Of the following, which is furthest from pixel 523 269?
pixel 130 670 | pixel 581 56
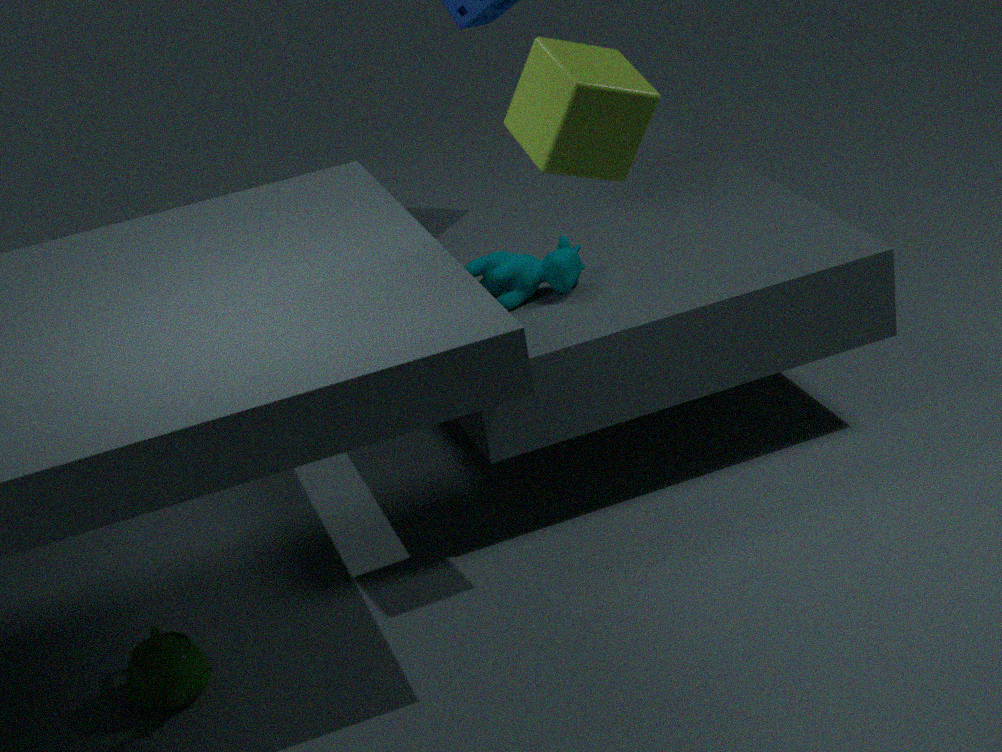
pixel 130 670
